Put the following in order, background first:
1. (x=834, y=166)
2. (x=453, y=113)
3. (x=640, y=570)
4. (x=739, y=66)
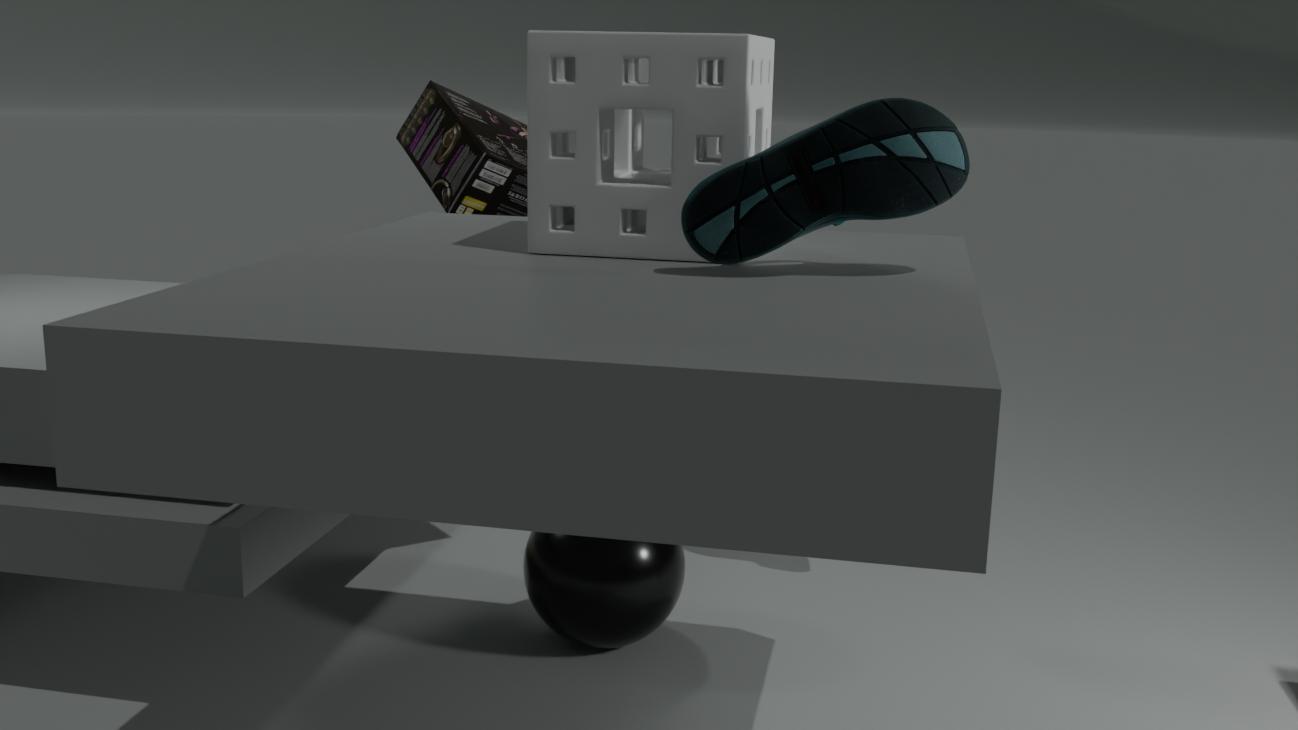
(x=453, y=113), (x=640, y=570), (x=739, y=66), (x=834, y=166)
